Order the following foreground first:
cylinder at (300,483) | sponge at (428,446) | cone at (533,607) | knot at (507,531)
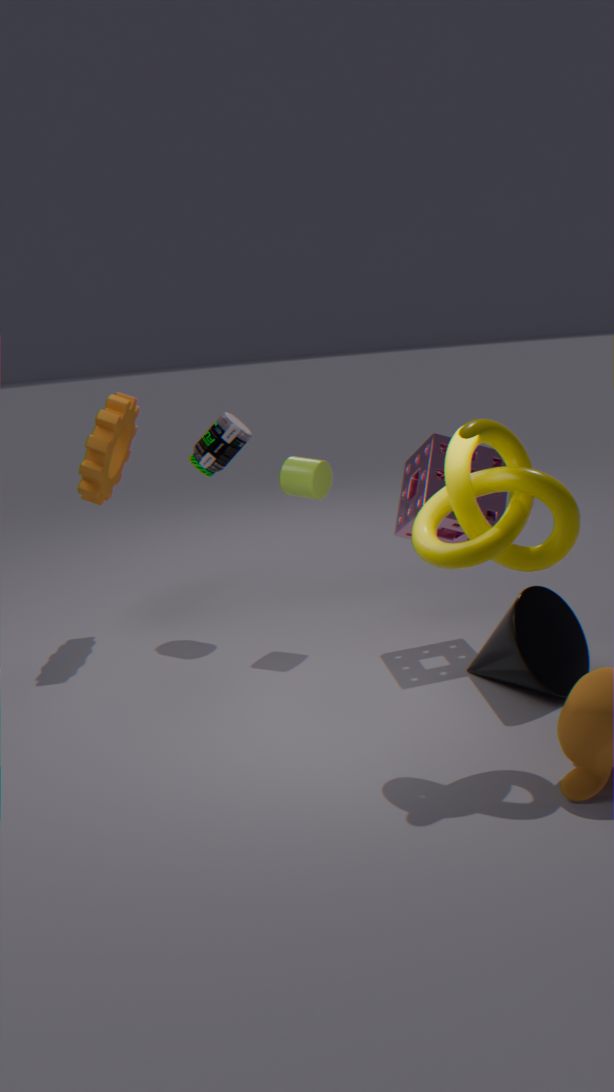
knot at (507,531) < cone at (533,607) < sponge at (428,446) < cylinder at (300,483)
